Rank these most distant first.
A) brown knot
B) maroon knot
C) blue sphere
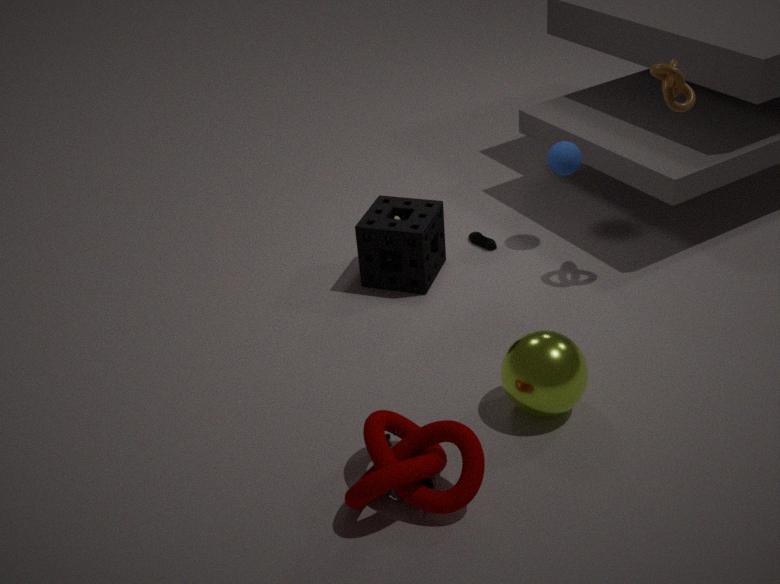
blue sphere, brown knot, maroon knot
